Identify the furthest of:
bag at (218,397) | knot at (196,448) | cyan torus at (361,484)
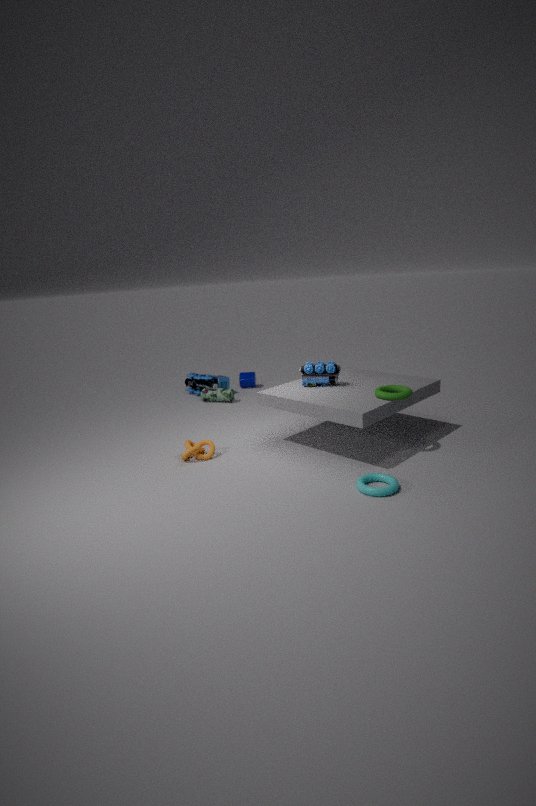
bag at (218,397)
